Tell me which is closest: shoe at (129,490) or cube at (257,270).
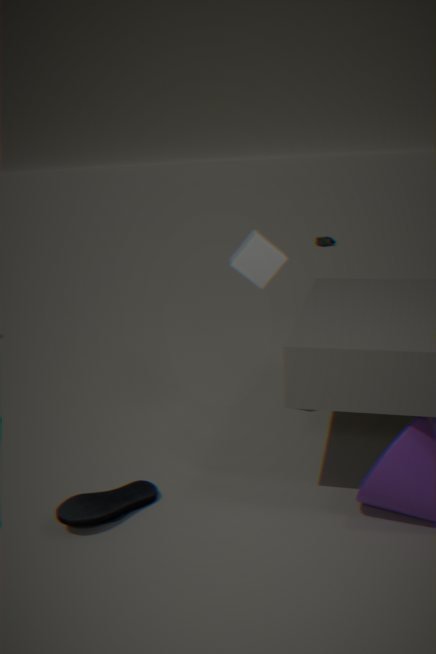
shoe at (129,490)
